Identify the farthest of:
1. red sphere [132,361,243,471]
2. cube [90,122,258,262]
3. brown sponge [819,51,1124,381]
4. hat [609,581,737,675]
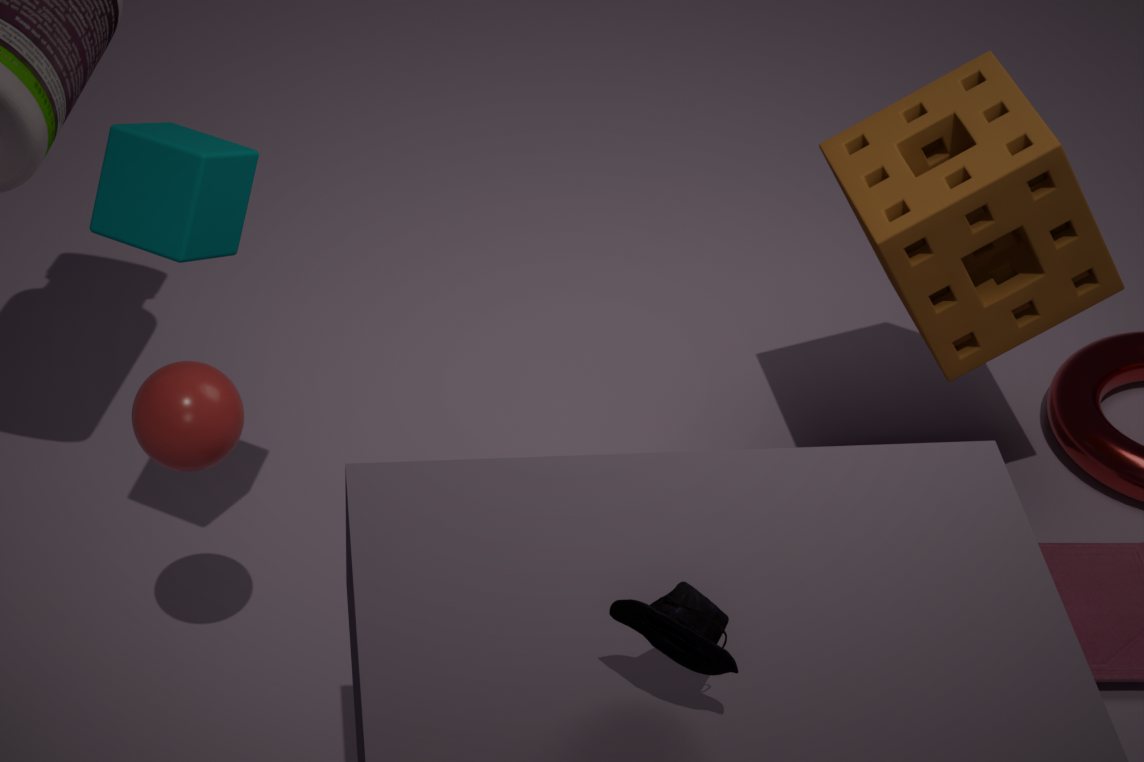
brown sponge [819,51,1124,381]
